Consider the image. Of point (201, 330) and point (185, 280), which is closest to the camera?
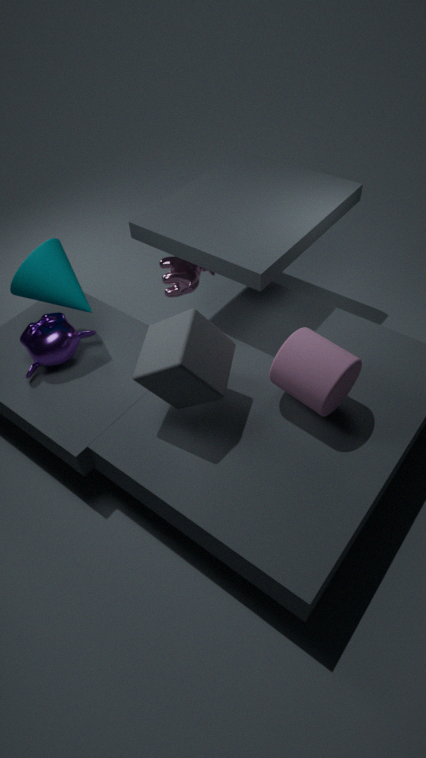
point (201, 330)
